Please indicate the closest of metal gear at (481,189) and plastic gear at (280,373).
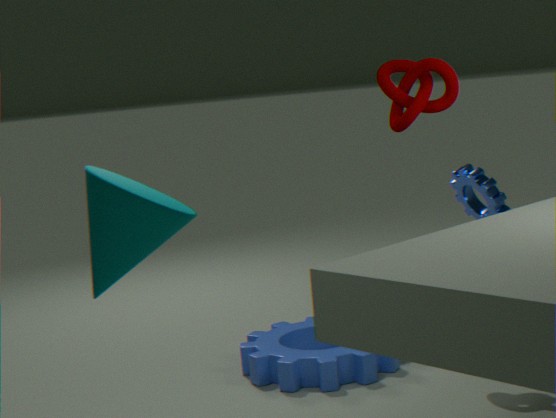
plastic gear at (280,373)
